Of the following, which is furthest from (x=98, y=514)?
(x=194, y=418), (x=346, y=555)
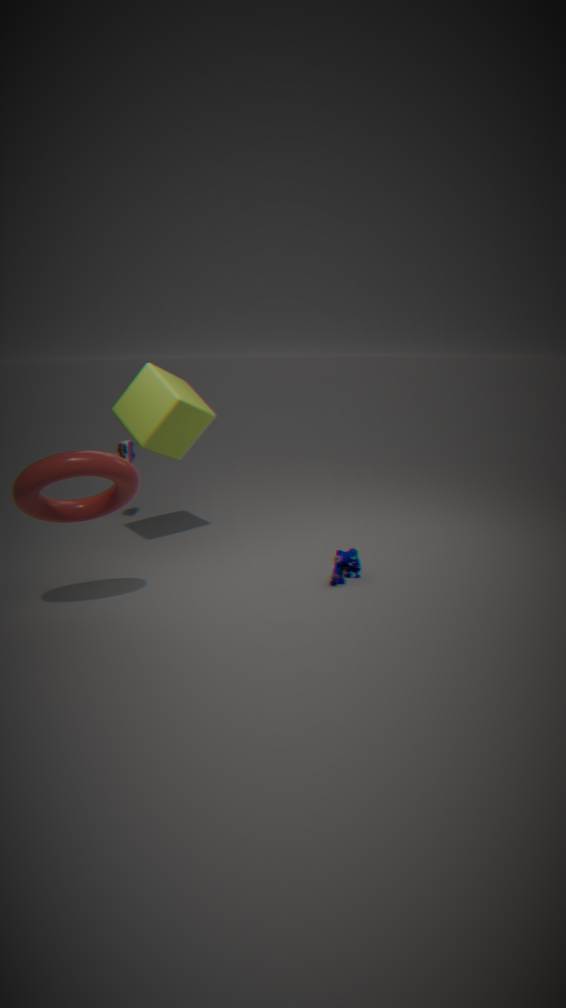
(x=346, y=555)
